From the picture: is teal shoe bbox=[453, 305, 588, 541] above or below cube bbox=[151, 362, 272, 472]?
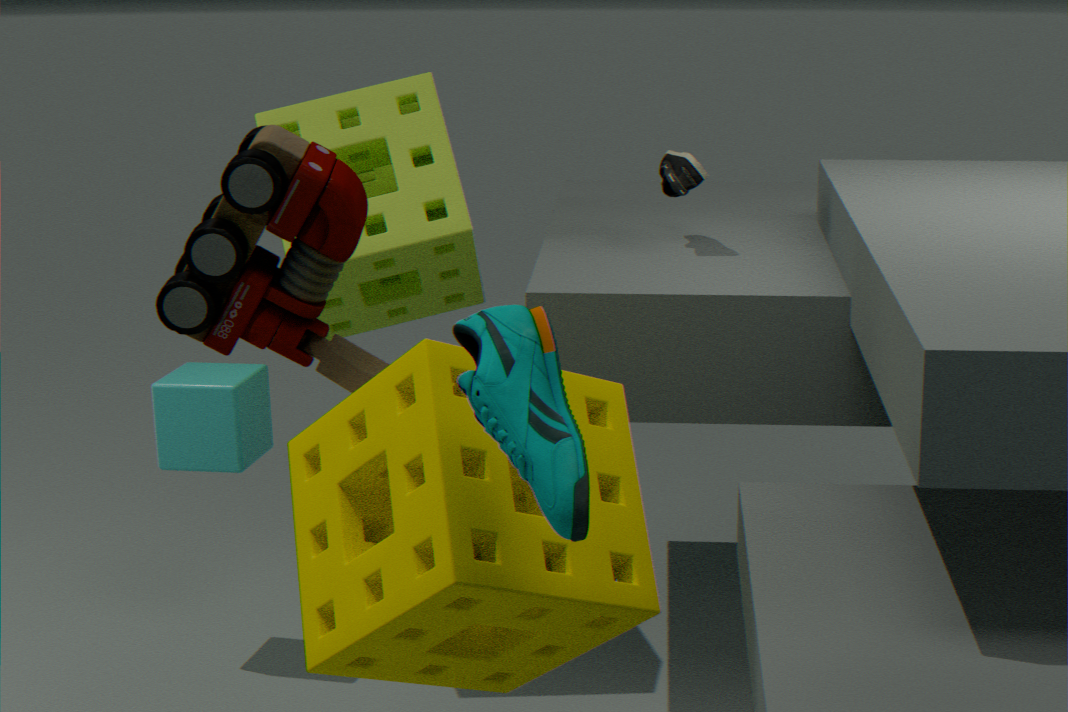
above
